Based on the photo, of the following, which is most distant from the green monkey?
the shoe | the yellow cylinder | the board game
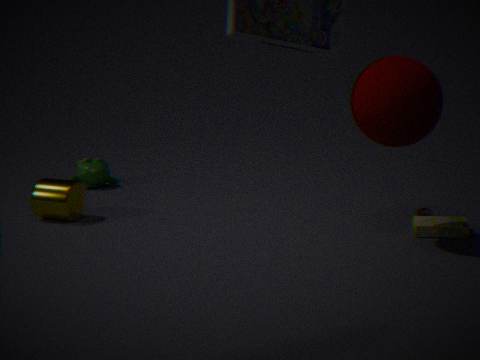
the board game
